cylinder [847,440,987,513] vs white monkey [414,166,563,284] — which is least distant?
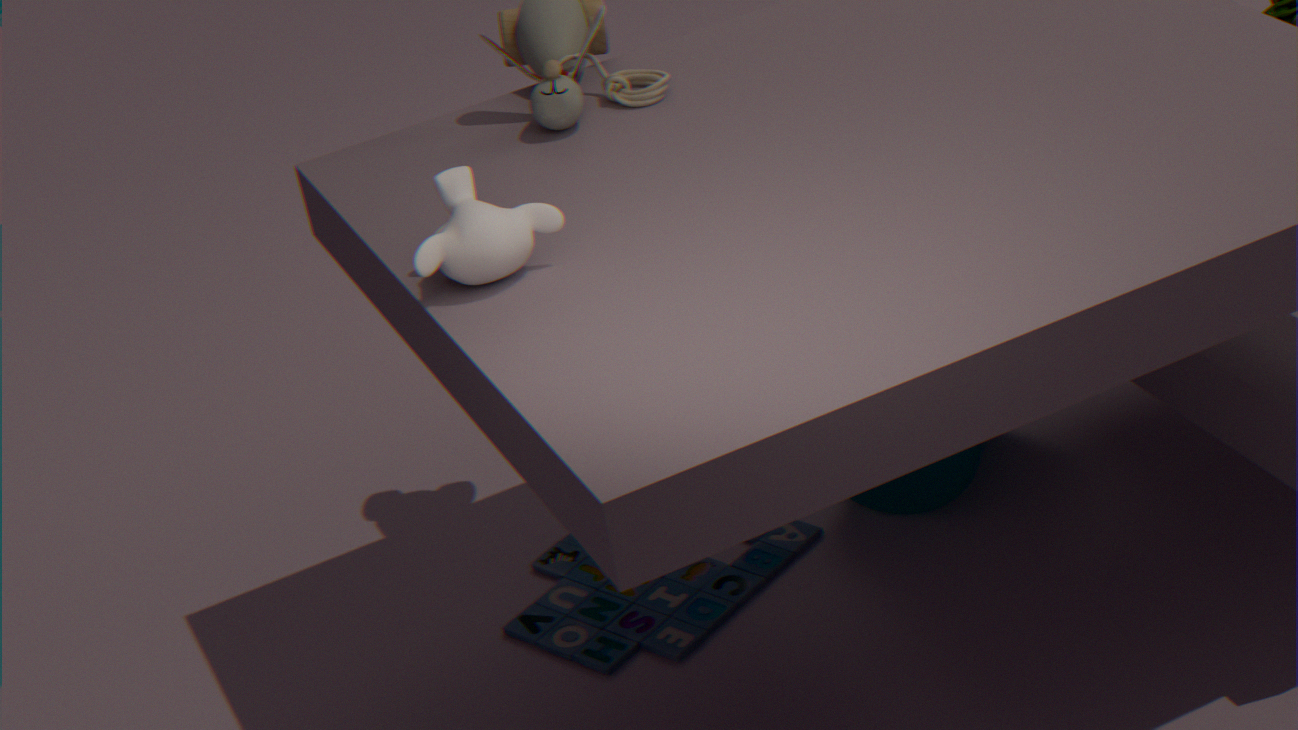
white monkey [414,166,563,284]
